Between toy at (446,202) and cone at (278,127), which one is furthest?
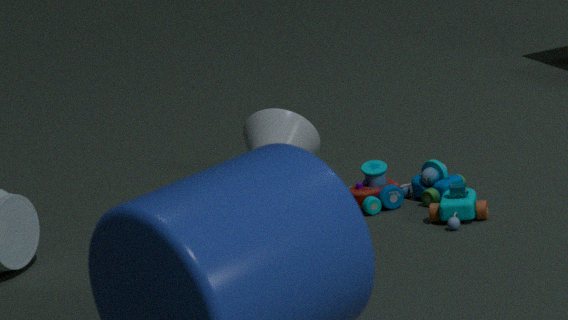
cone at (278,127)
